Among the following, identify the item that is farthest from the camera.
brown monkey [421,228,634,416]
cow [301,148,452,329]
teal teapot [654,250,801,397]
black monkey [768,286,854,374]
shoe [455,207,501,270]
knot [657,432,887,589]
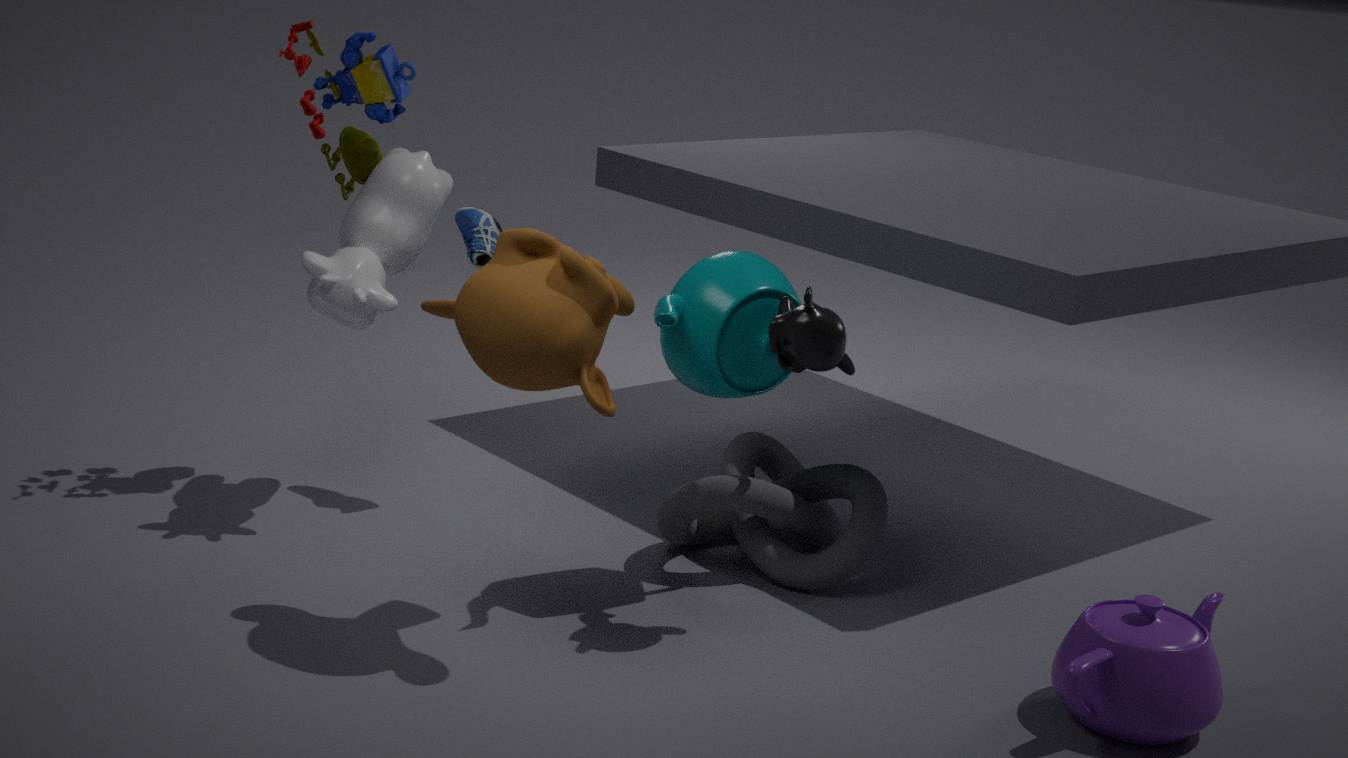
shoe [455,207,501,270]
